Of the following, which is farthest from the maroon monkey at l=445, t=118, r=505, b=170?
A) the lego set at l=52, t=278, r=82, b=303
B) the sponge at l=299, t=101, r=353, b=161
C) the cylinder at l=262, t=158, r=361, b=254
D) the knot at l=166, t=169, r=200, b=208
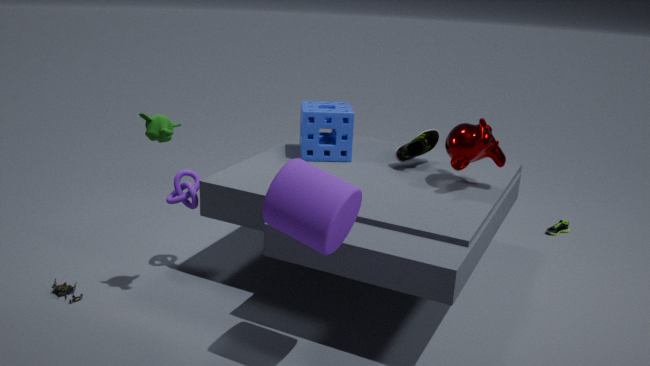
the lego set at l=52, t=278, r=82, b=303
